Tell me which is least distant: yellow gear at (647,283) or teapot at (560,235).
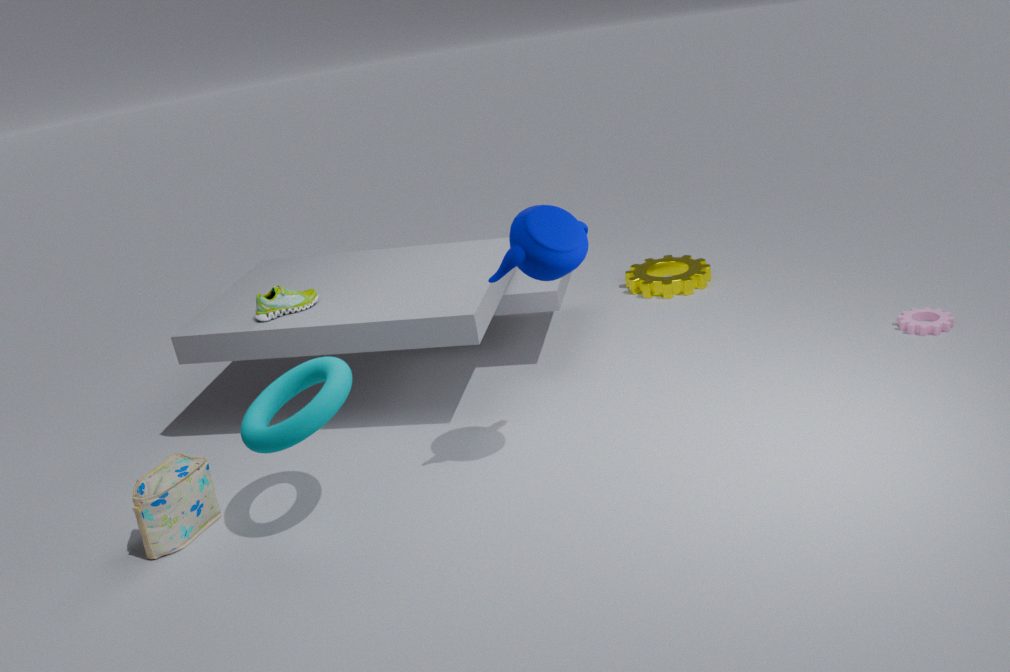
teapot at (560,235)
